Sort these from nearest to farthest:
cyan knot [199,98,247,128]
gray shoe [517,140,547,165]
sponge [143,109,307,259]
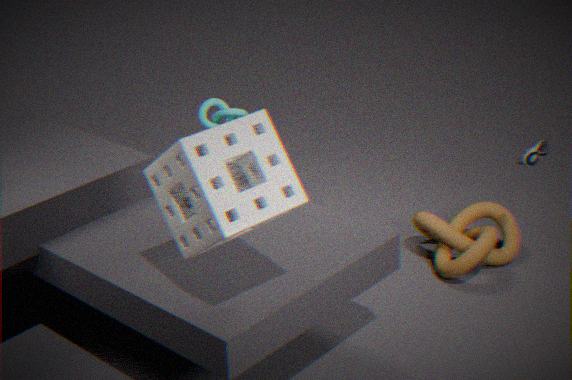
1. sponge [143,109,307,259]
2. gray shoe [517,140,547,165]
3. cyan knot [199,98,247,128]
